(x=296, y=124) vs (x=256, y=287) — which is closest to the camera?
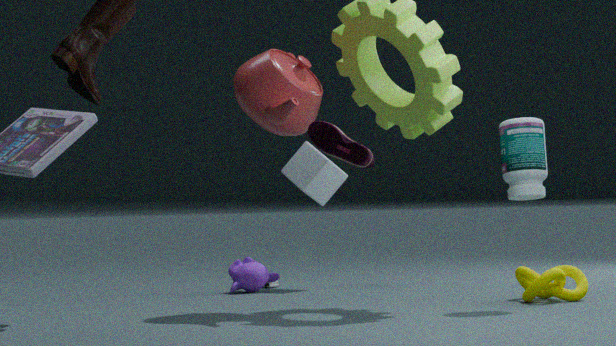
(x=296, y=124)
